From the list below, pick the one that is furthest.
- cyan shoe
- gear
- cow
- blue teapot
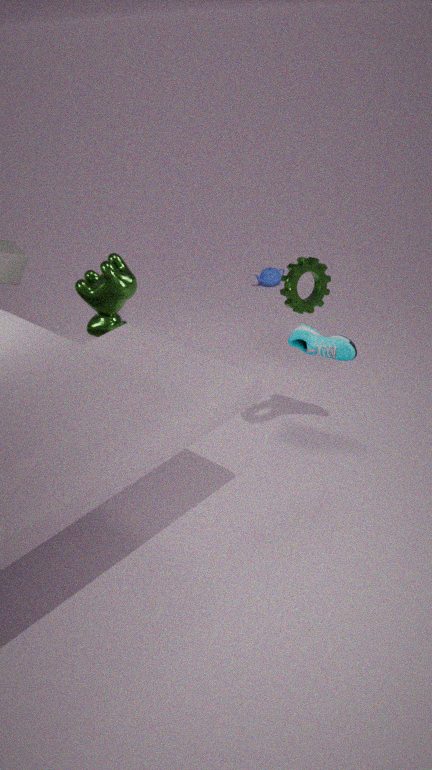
blue teapot
